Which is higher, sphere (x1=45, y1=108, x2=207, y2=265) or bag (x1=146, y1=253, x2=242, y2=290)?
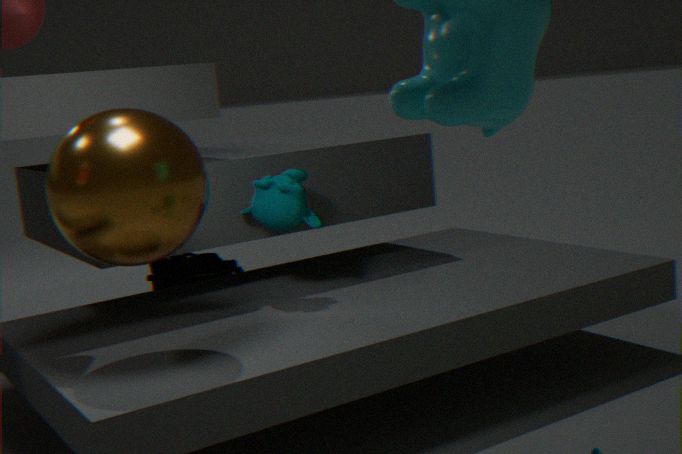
sphere (x1=45, y1=108, x2=207, y2=265)
